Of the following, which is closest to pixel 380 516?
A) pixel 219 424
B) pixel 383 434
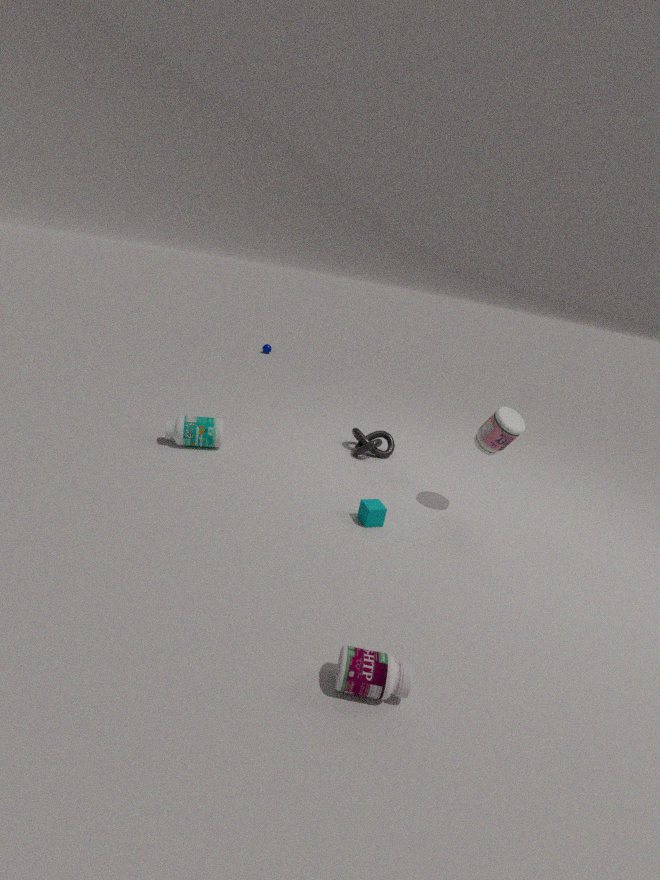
pixel 383 434
